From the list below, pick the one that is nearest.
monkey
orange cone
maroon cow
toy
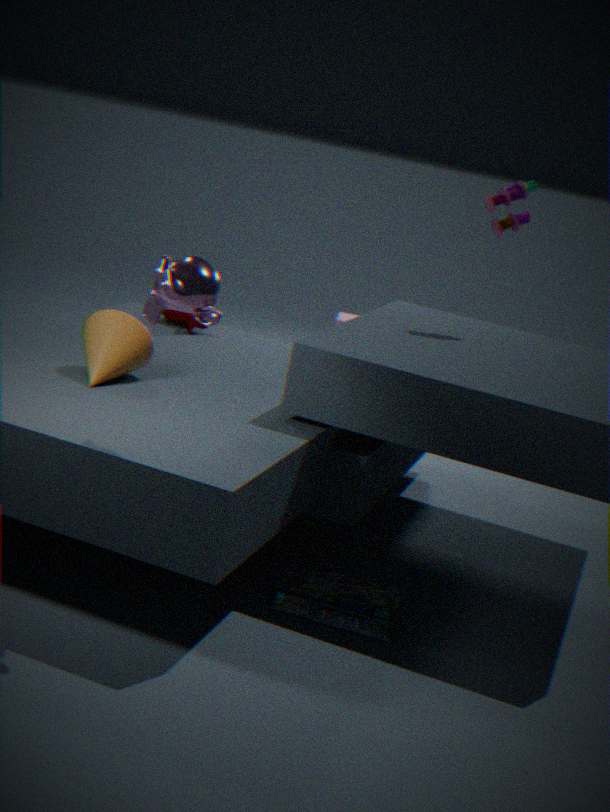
monkey
